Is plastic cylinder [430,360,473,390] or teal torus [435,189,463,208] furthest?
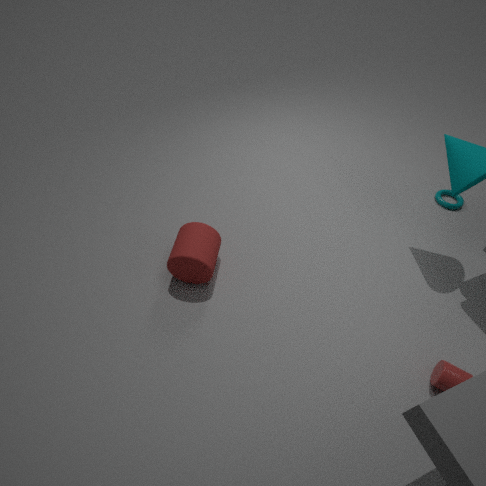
teal torus [435,189,463,208]
